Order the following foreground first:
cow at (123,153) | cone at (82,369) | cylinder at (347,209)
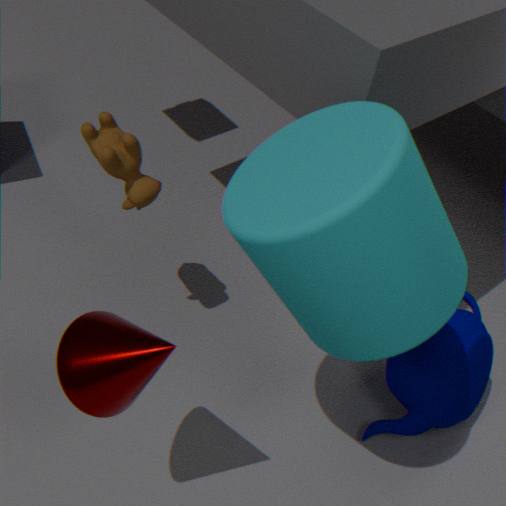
cylinder at (347,209)
cone at (82,369)
cow at (123,153)
